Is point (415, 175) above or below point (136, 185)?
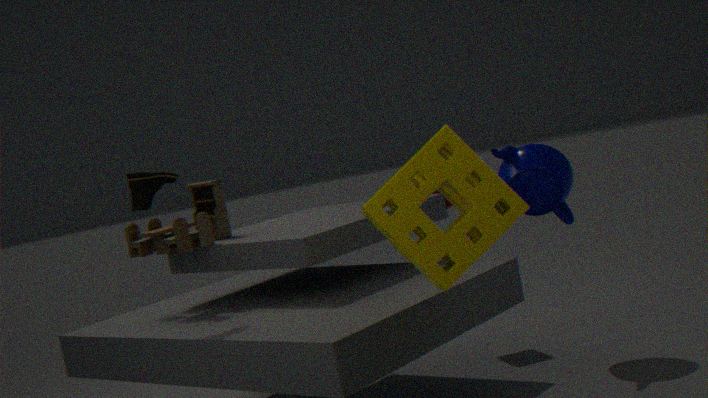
below
